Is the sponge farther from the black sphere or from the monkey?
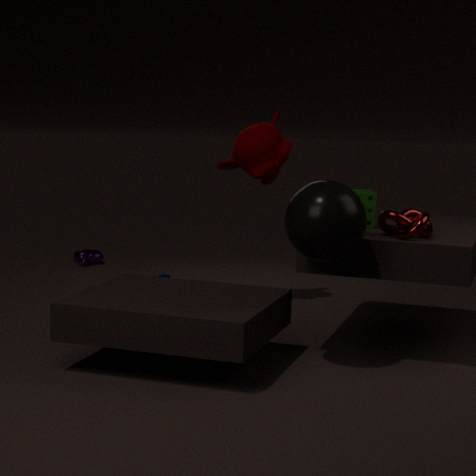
the monkey
